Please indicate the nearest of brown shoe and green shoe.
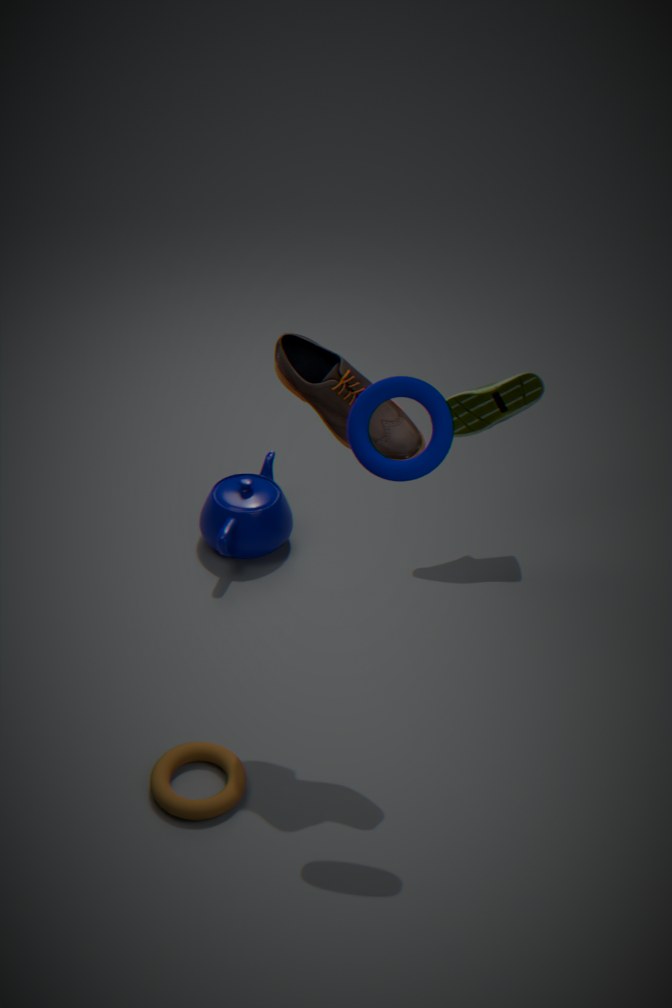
brown shoe
